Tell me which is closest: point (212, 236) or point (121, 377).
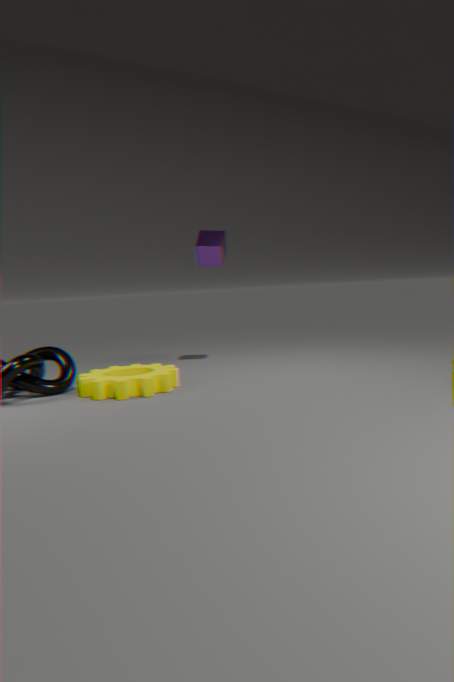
point (121, 377)
